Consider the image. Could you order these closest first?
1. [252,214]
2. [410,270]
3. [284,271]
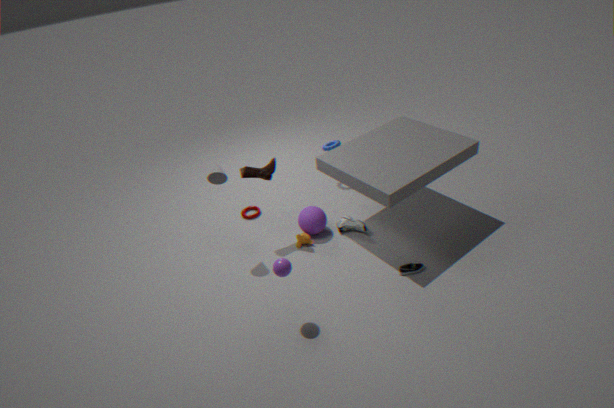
1. [284,271]
2. [410,270]
3. [252,214]
